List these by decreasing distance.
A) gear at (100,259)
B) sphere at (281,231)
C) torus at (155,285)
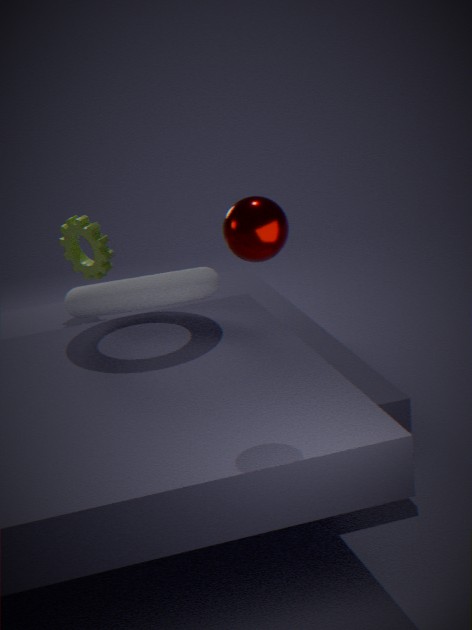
gear at (100,259) → torus at (155,285) → sphere at (281,231)
